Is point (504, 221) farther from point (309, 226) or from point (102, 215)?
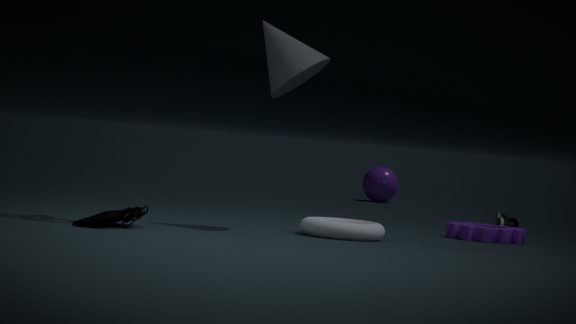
point (102, 215)
